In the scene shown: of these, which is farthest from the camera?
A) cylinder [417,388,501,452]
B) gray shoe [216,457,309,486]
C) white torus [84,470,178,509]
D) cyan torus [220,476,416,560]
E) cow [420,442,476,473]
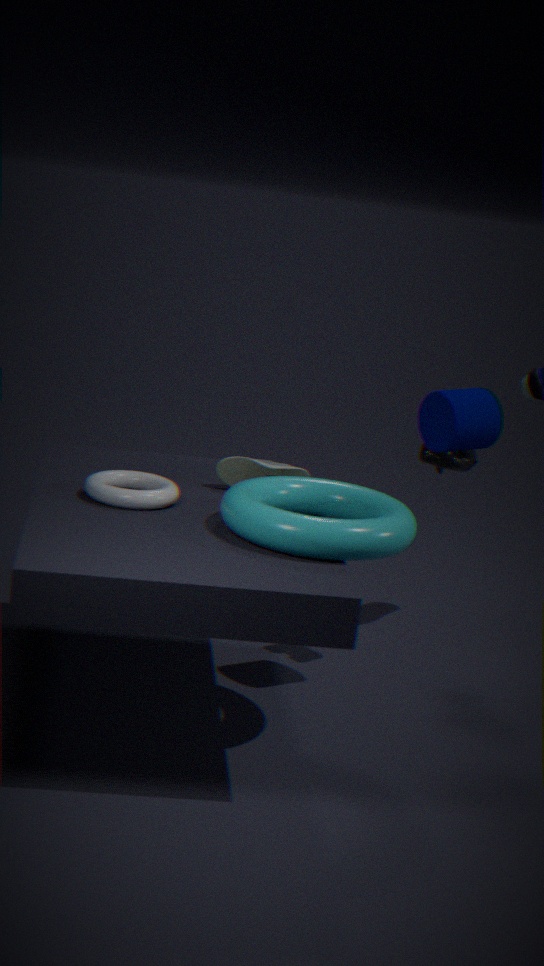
cow [420,442,476,473]
